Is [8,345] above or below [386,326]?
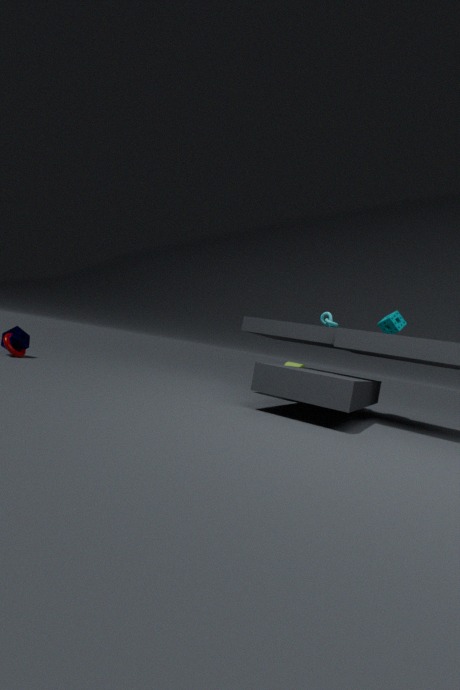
below
